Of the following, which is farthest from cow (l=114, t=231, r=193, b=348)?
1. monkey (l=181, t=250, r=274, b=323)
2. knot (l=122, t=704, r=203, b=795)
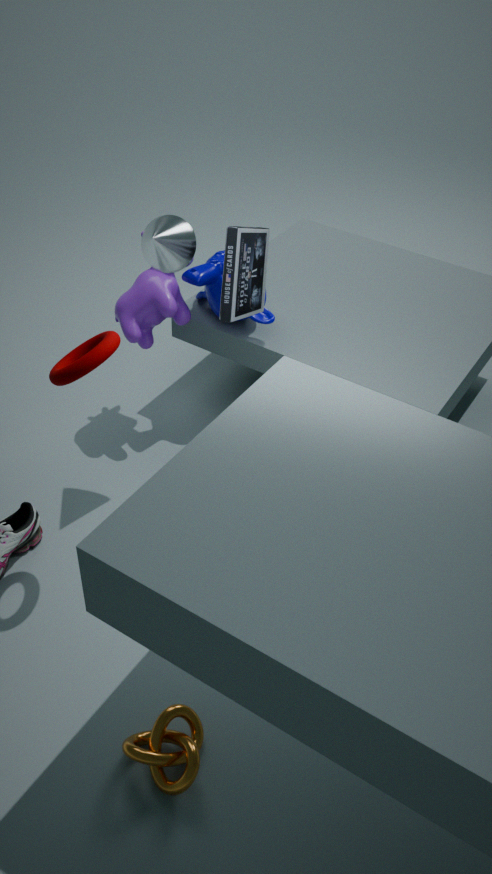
knot (l=122, t=704, r=203, b=795)
